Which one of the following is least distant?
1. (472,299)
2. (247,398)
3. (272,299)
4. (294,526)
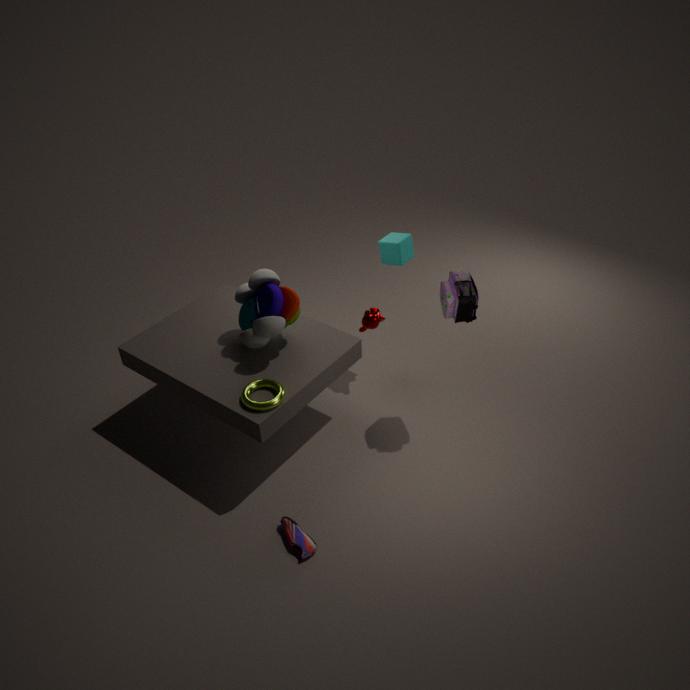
(294,526)
